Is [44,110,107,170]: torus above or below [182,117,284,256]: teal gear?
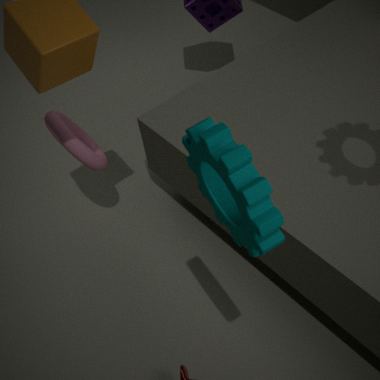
below
